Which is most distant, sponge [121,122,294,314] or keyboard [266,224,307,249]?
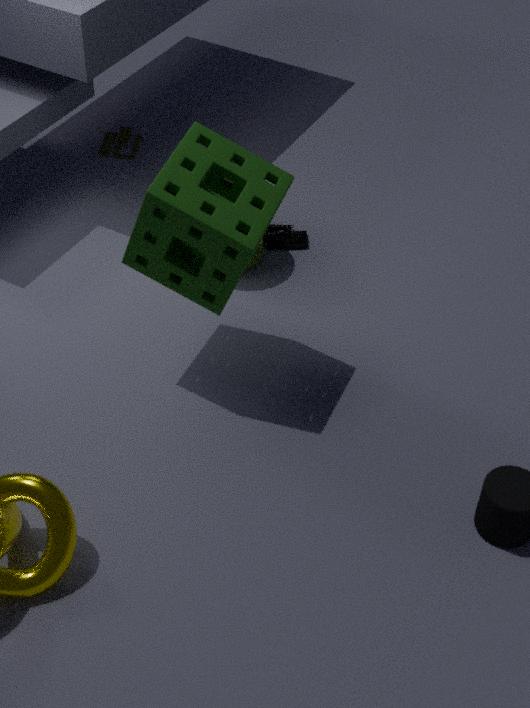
keyboard [266,224,307,249]
